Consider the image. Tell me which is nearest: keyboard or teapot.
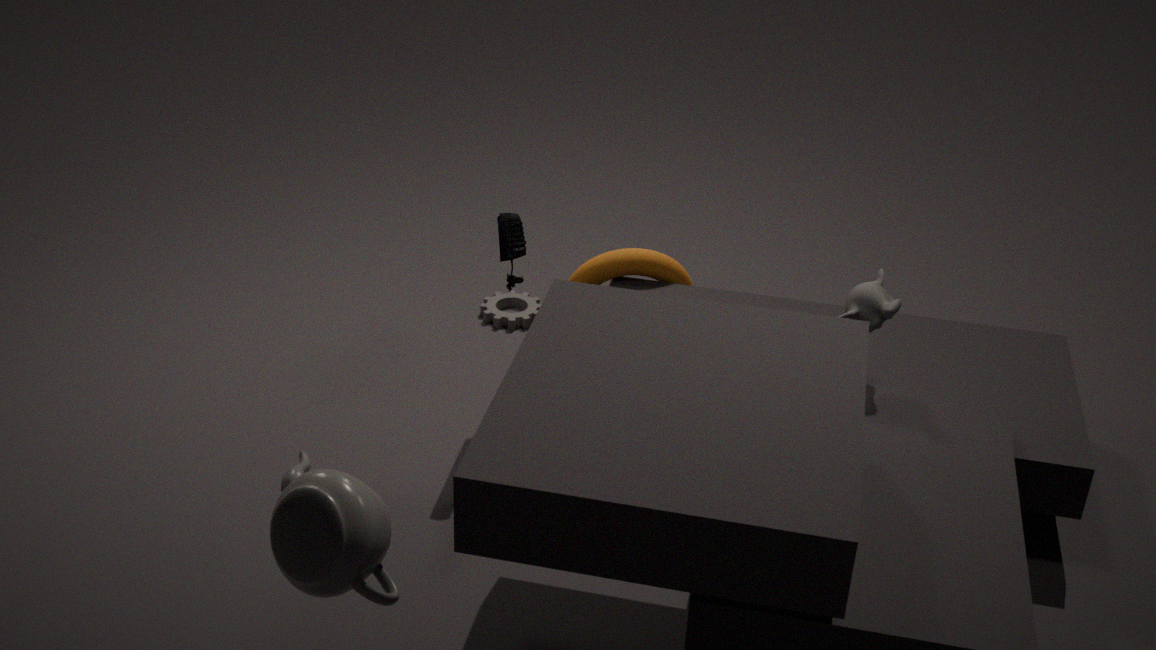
teapot
